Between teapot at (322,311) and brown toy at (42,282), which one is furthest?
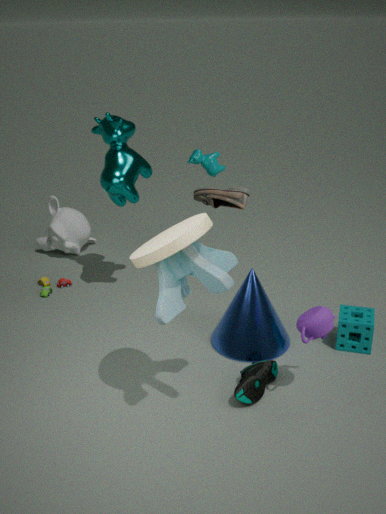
brown toy at (42,282)
